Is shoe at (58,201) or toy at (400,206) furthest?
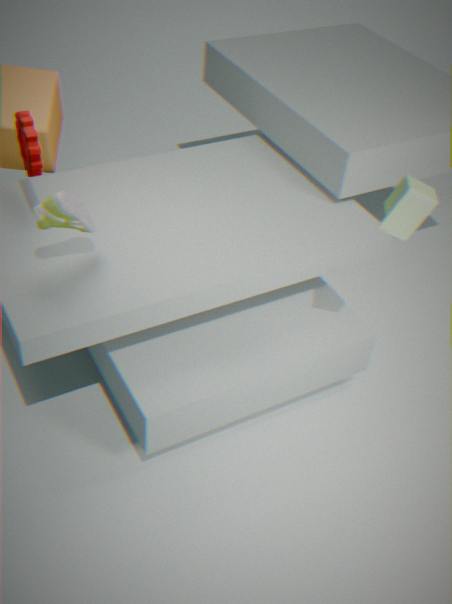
shoe at (58,201)
